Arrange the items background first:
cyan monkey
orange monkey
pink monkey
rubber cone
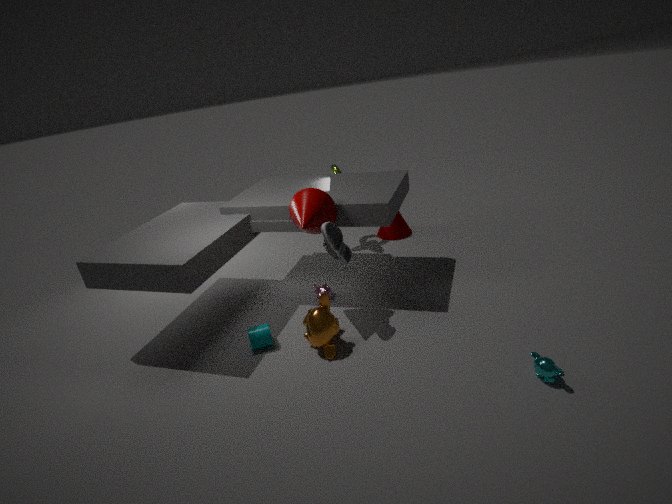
rubber cone
pink monkey
orange monkey
cyan monkey
